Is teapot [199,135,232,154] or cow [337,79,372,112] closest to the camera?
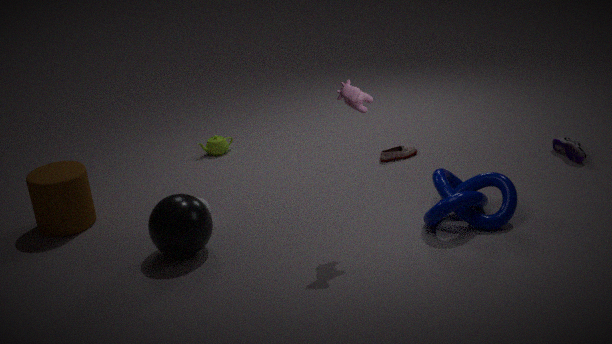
cow [337,79,372,112]
